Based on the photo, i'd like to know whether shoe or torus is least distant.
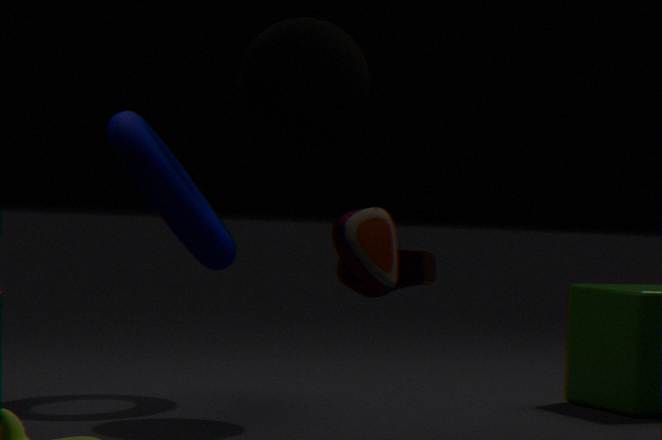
shoe
